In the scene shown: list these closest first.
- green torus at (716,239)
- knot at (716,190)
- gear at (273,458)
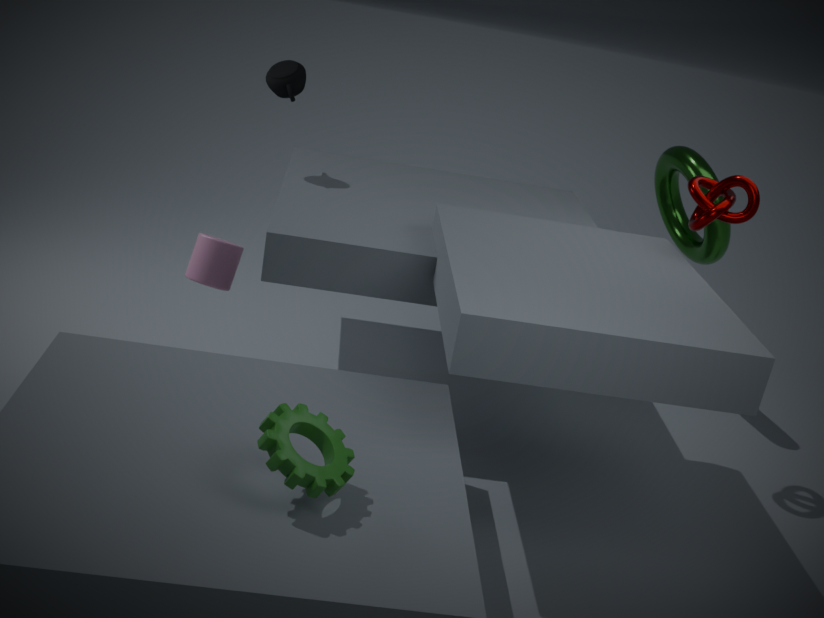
gear at (273,458)
knot at (716,190)
green torus at (716,239)
